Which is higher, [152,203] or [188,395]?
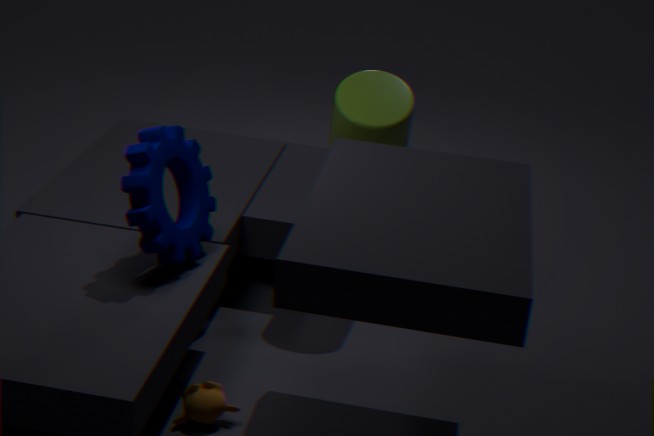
[152,203]
